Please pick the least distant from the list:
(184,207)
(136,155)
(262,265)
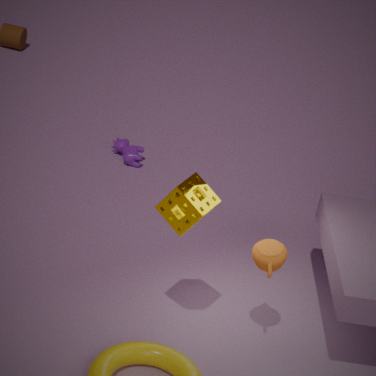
(184,207)
